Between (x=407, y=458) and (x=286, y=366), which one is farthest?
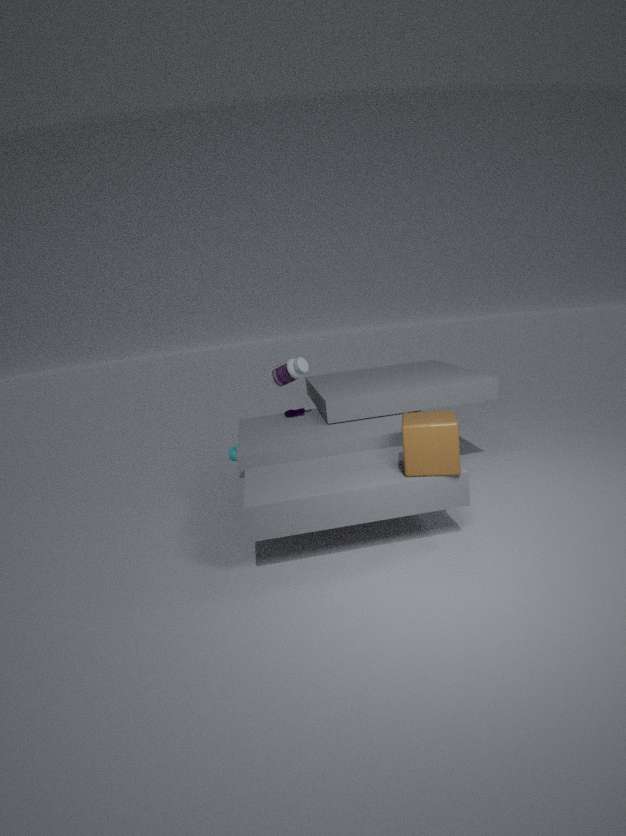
(x=286, y=366)
